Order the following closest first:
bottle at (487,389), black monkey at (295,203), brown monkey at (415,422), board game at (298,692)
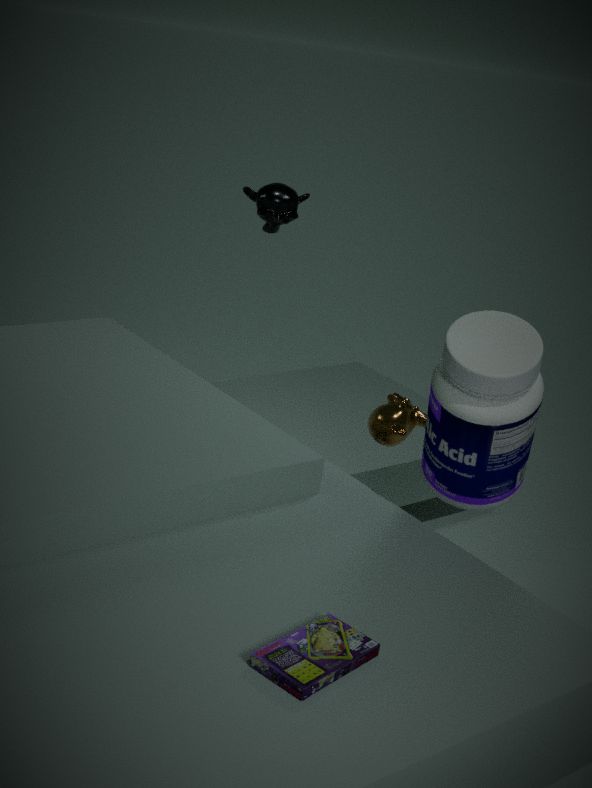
board game at (298,692)
bottle at (487,389)
brown monkey at (415,422)
black monkey at (295,203)
